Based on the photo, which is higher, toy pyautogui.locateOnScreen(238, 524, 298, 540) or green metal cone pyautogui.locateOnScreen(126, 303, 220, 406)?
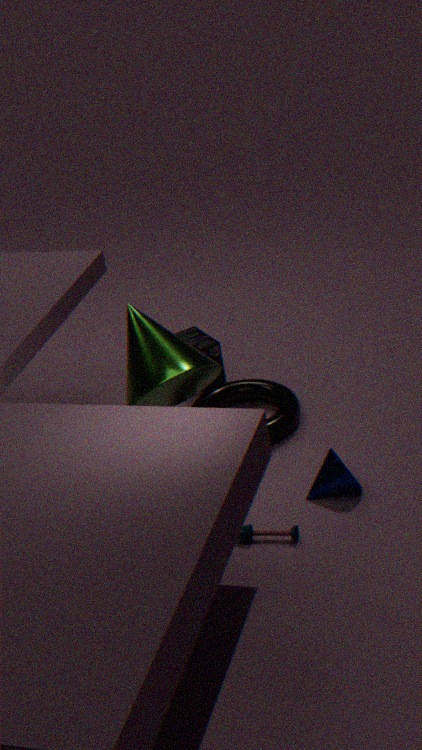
green metal cone pyautogui.locateOnScreen(126, 303, 220, 406)
